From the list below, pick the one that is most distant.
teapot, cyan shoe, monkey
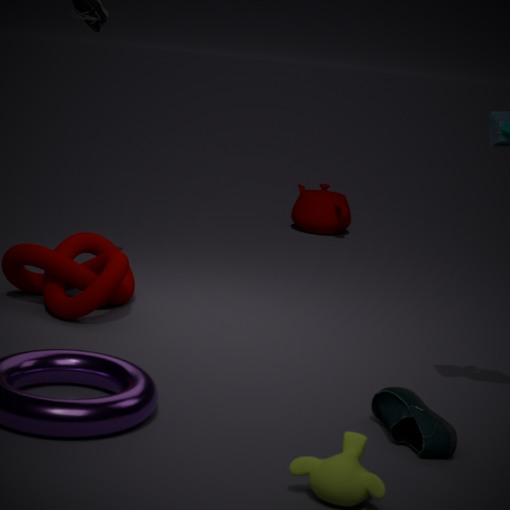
teapot
